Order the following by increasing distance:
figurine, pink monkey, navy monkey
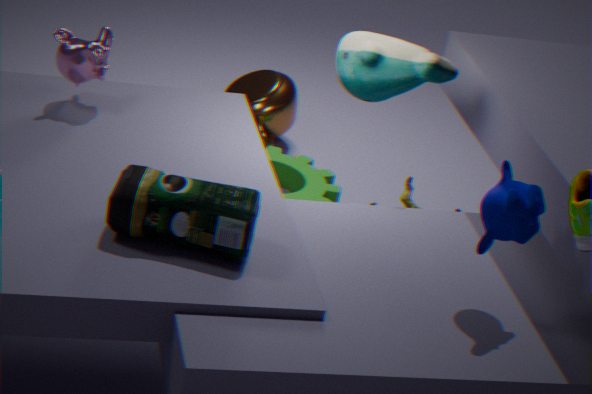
navy monkey, pink monkey, figurine
